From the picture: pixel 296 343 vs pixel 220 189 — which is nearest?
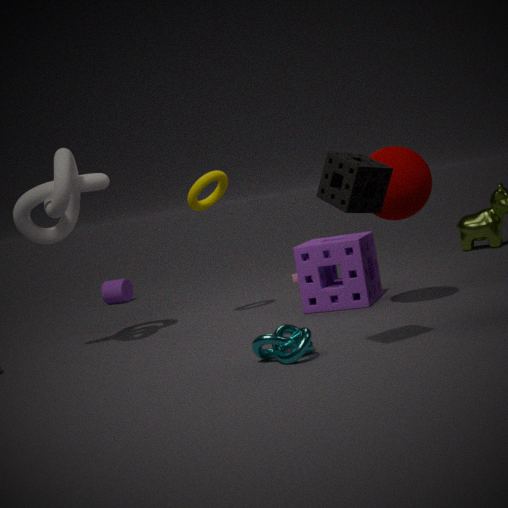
pixel 296 343
